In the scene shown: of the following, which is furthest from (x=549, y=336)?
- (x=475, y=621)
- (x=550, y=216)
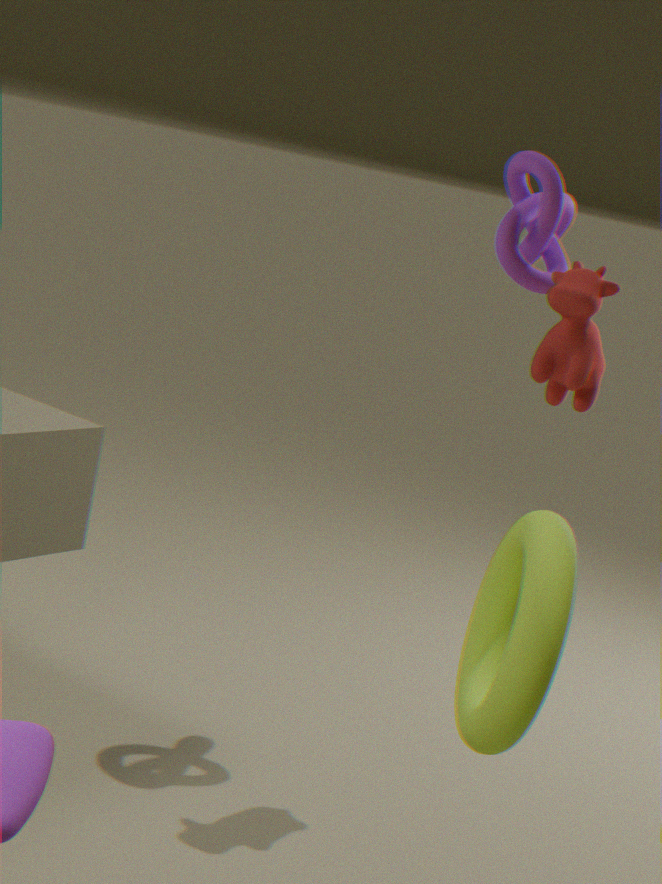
(x=475, y=621)
